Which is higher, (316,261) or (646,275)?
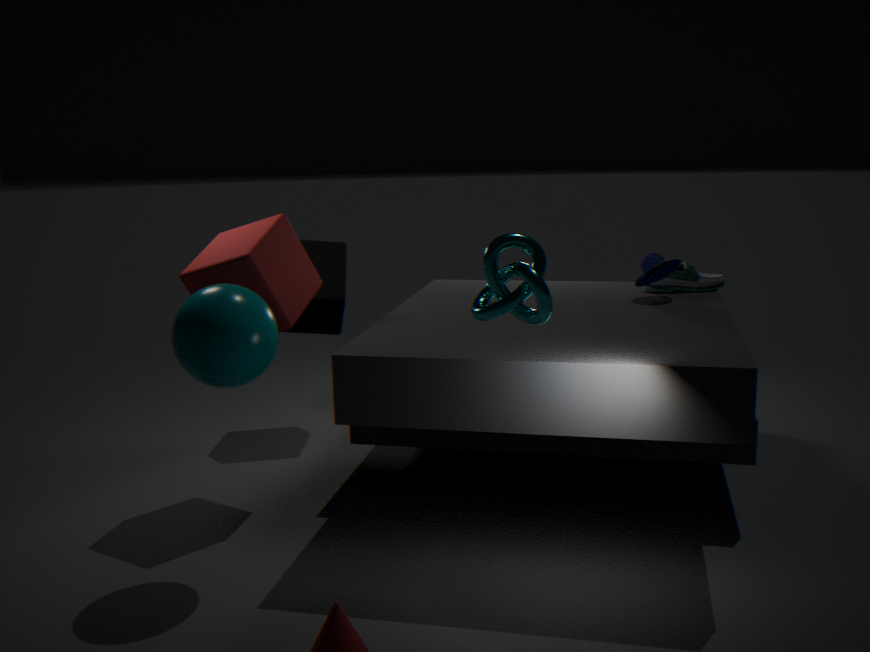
(646,275)
